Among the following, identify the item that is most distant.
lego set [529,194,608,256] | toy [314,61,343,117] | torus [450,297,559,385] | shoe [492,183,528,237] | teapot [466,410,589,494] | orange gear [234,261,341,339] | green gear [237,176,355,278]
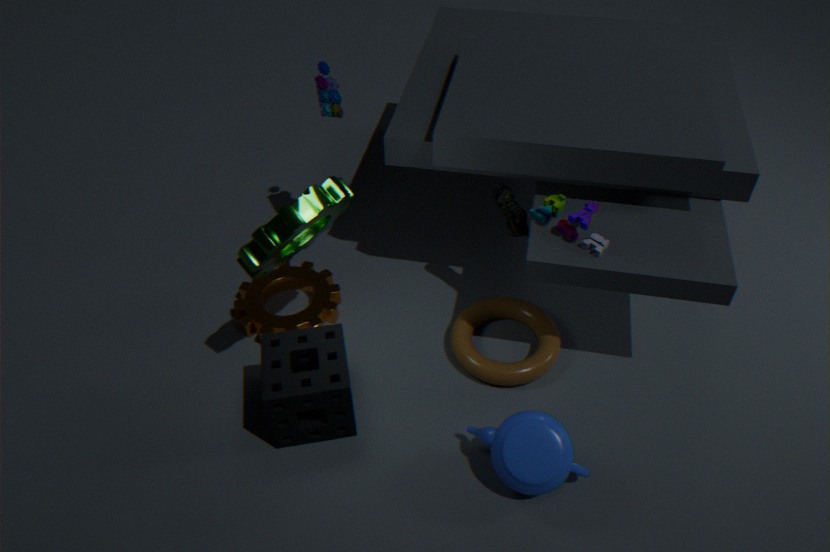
toy [314,61,343,117]
